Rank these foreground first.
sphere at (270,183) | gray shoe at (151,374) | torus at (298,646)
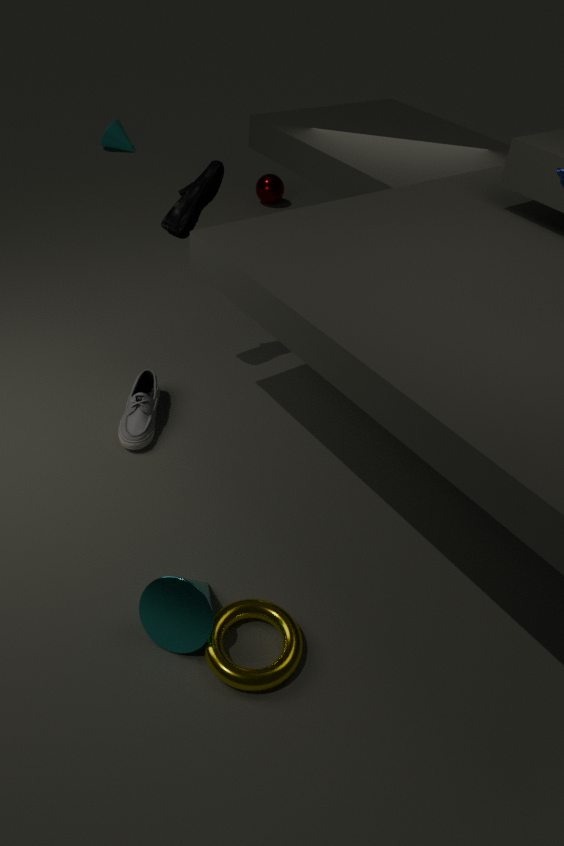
1. torus at (298,646)
2. gray shoe at (151,374)
3. sphere at (270,183)
